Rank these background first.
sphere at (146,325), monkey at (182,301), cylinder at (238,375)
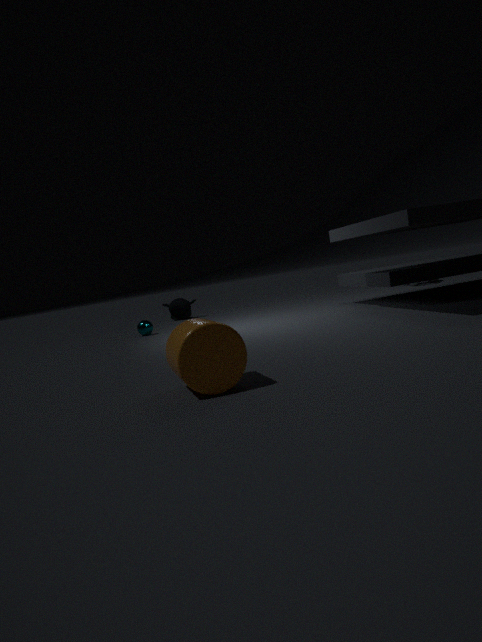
monkey at (182,301) < sphere at (146,325) < cylinder at (238,375)
